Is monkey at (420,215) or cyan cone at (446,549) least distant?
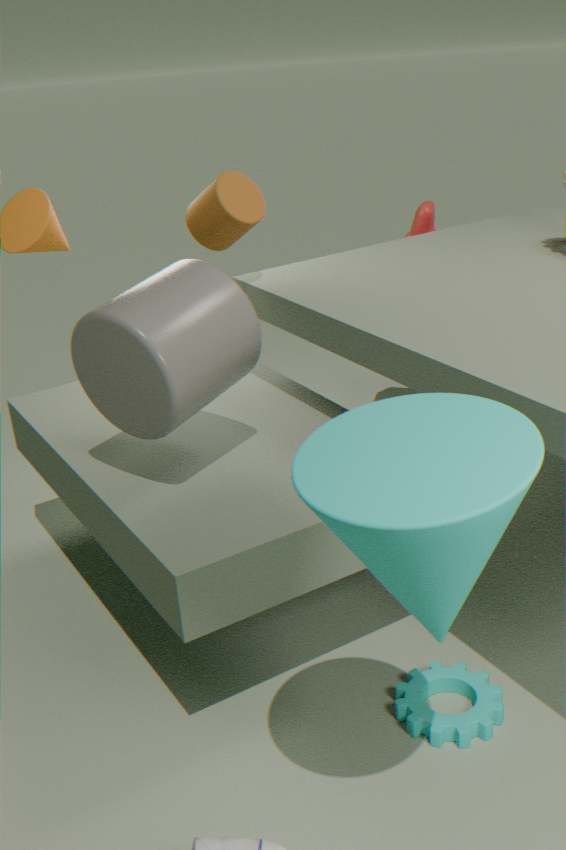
cyan cone at (446,549)
